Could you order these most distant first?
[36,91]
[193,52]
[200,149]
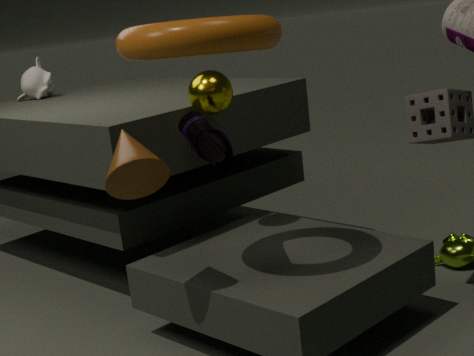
1. [36,91]
2. [200,149]
3. [193,52]
